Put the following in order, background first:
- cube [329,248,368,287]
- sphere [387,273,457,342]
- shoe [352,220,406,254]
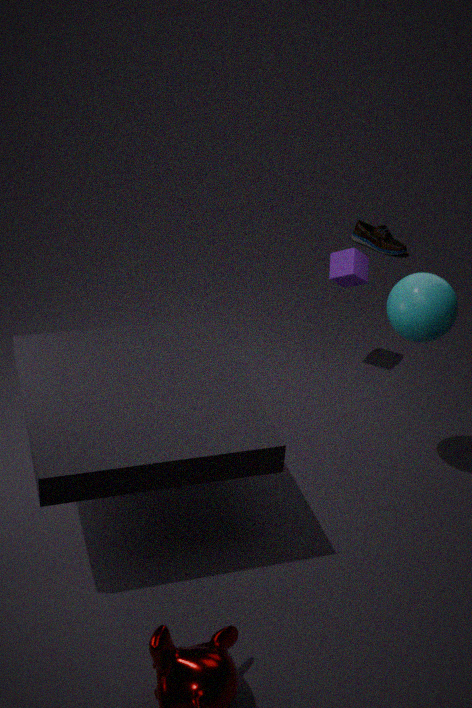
shoe [352,220,406,254] → cube [329,248,368,287] → sphere [387,273,457,342]
